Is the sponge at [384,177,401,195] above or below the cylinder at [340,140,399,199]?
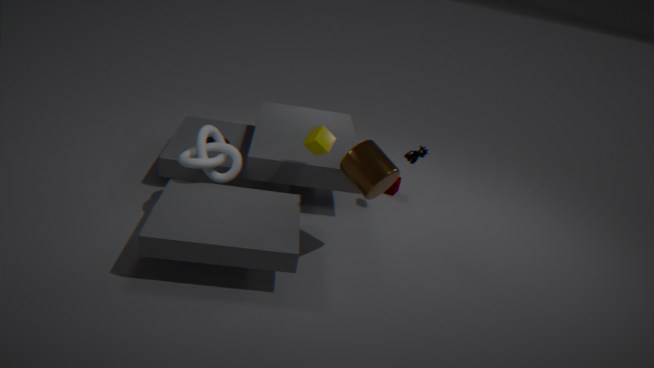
below
